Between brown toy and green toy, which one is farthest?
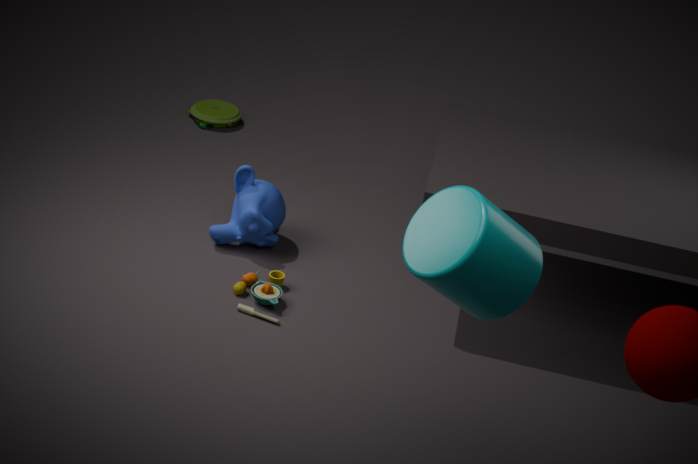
green toy
